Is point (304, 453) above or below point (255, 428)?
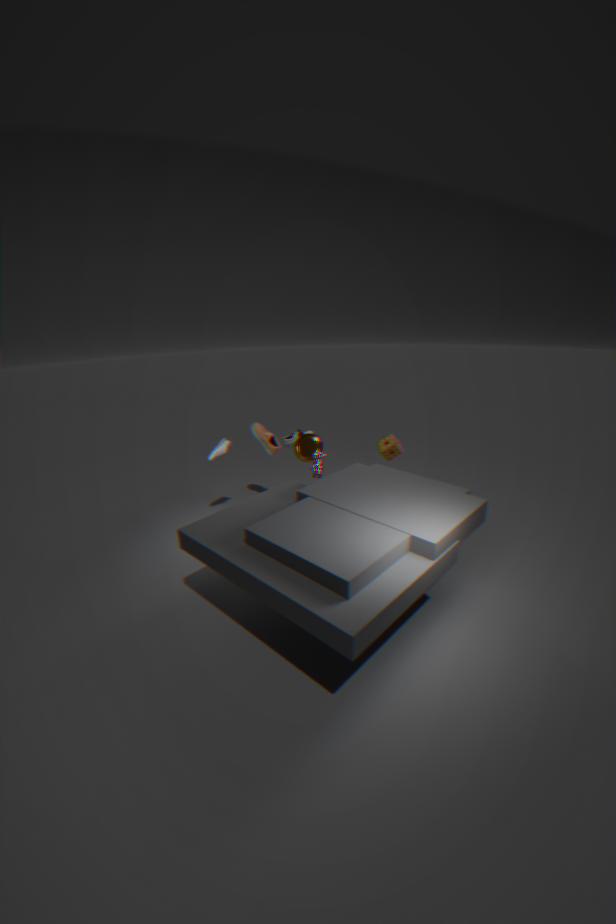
below
